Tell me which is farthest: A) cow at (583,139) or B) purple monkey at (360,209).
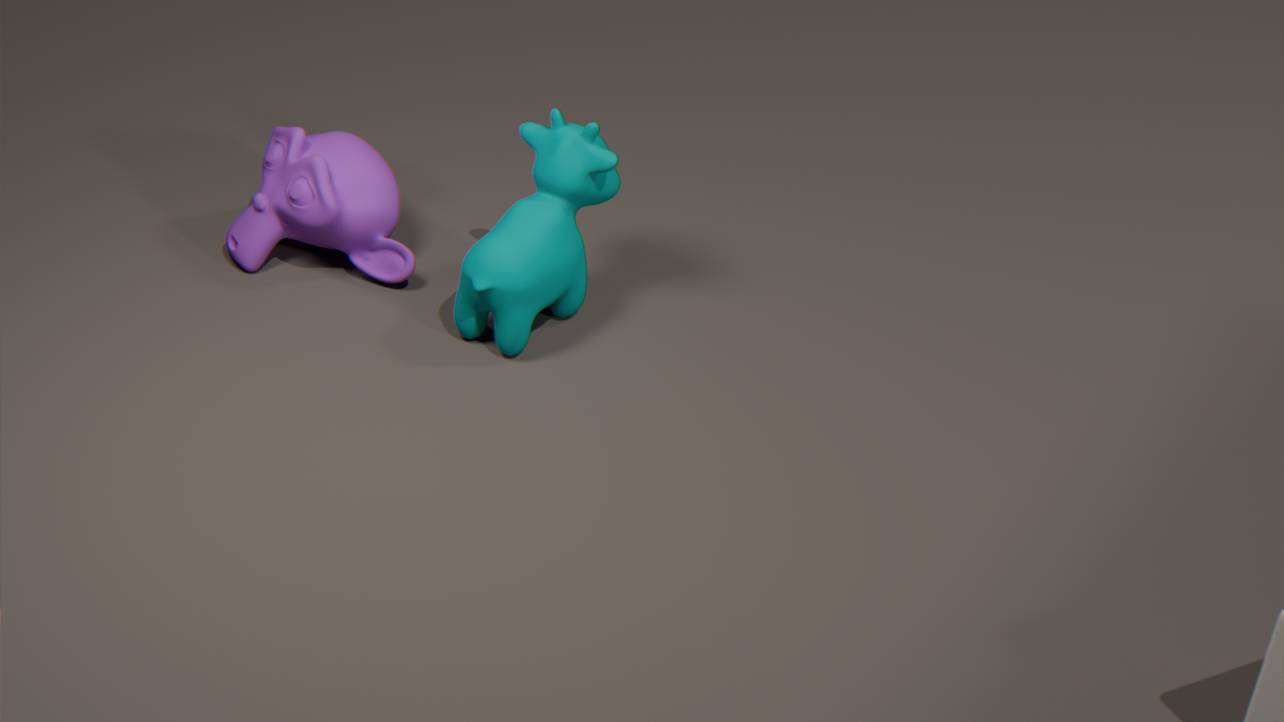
B. purple monkey at (360,209)
